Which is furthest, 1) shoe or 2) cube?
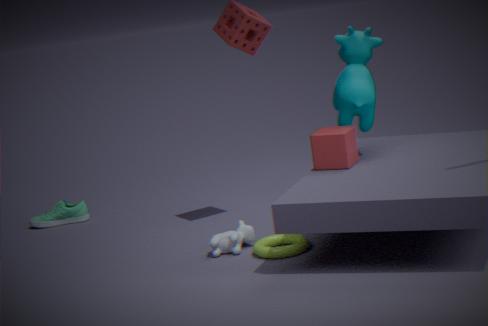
1. shoe
